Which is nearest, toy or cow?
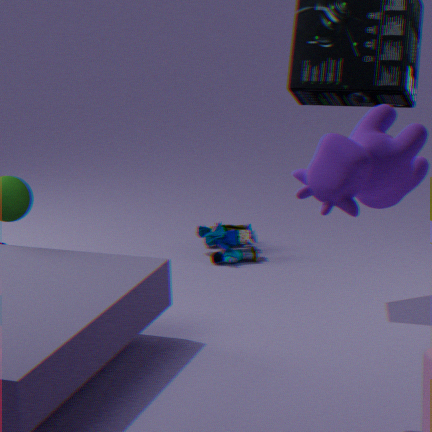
cow
